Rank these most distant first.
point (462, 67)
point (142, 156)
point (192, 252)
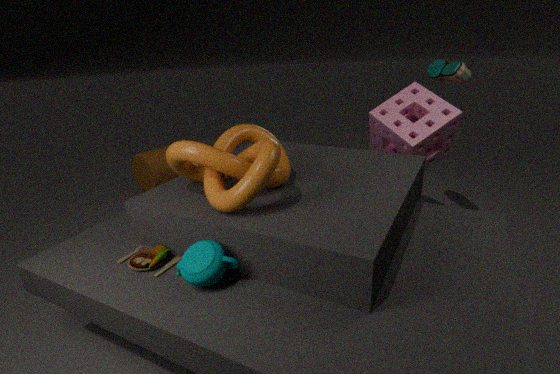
point (142, 156) → point (462, 67) → point (192, 252)
